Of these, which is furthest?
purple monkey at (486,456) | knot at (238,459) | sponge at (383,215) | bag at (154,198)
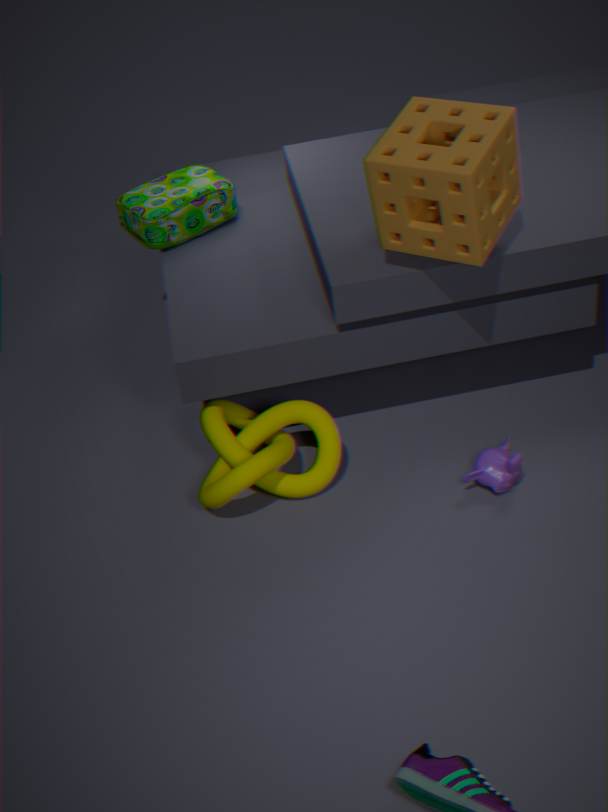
bag at (154,198)
